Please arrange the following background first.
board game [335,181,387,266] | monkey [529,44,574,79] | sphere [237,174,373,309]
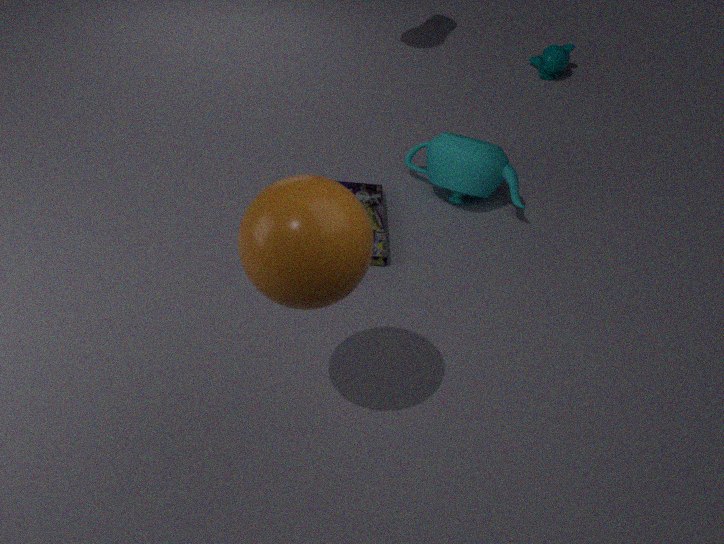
monkey [529,44,574,79] → board game [335,181,387,266] → sphere [237,174,373,309]
